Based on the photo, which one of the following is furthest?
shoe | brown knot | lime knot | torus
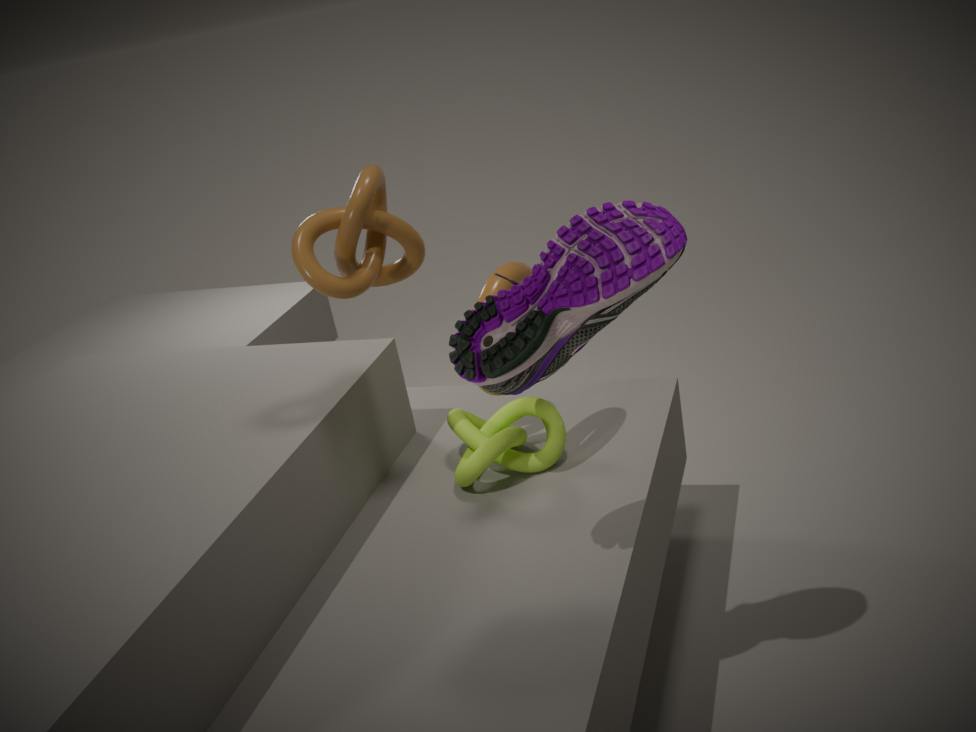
lime knot
